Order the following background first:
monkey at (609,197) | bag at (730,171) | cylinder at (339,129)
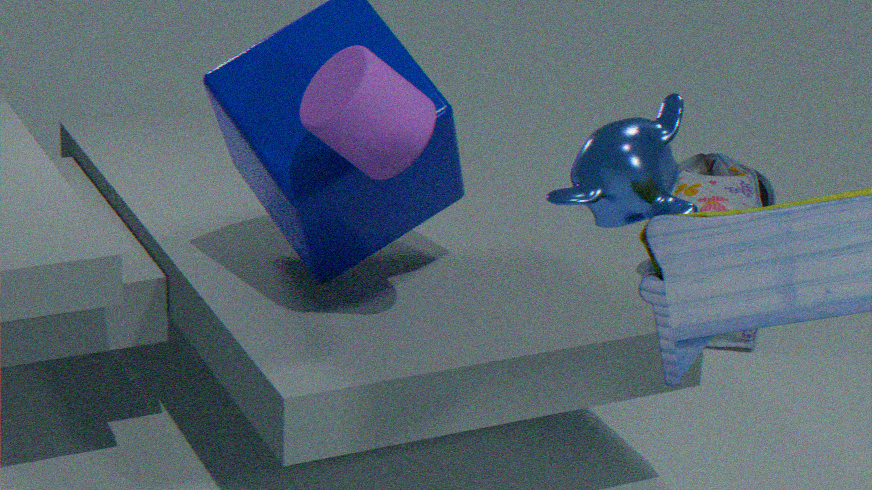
bag at (730,171) → cylinder at (339,129) → monkey at (609,197)
